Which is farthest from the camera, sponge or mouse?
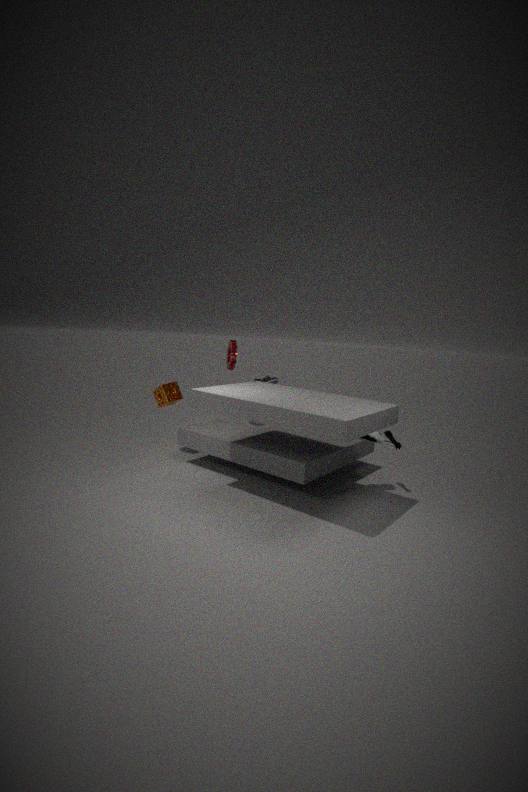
sponge
